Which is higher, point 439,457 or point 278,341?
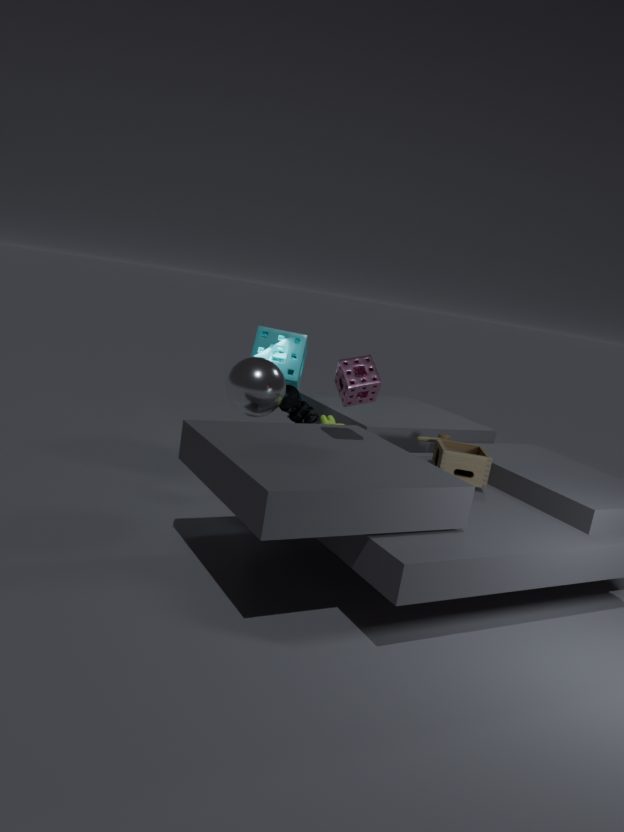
point 278,341
